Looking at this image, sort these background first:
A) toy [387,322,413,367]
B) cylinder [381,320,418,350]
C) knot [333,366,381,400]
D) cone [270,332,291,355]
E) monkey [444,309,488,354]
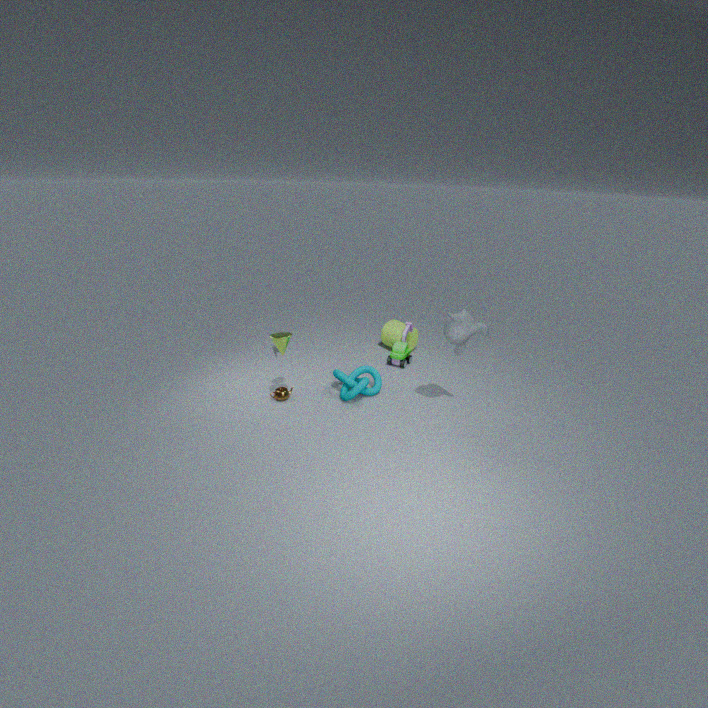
cylinder [381,320,418,350]
toy [387,322,413,367]
knot [333,366,381,400]
cone [270,332,291,355]
monkey [444,309,488,354]
